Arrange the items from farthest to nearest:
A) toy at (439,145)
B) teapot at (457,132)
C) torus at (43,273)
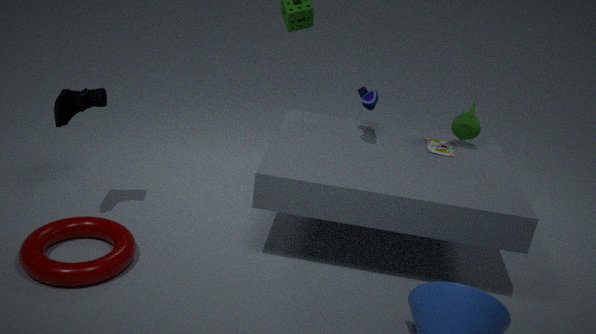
teapot at (457,132)
toy at (439,145)
torus at (43,273)
